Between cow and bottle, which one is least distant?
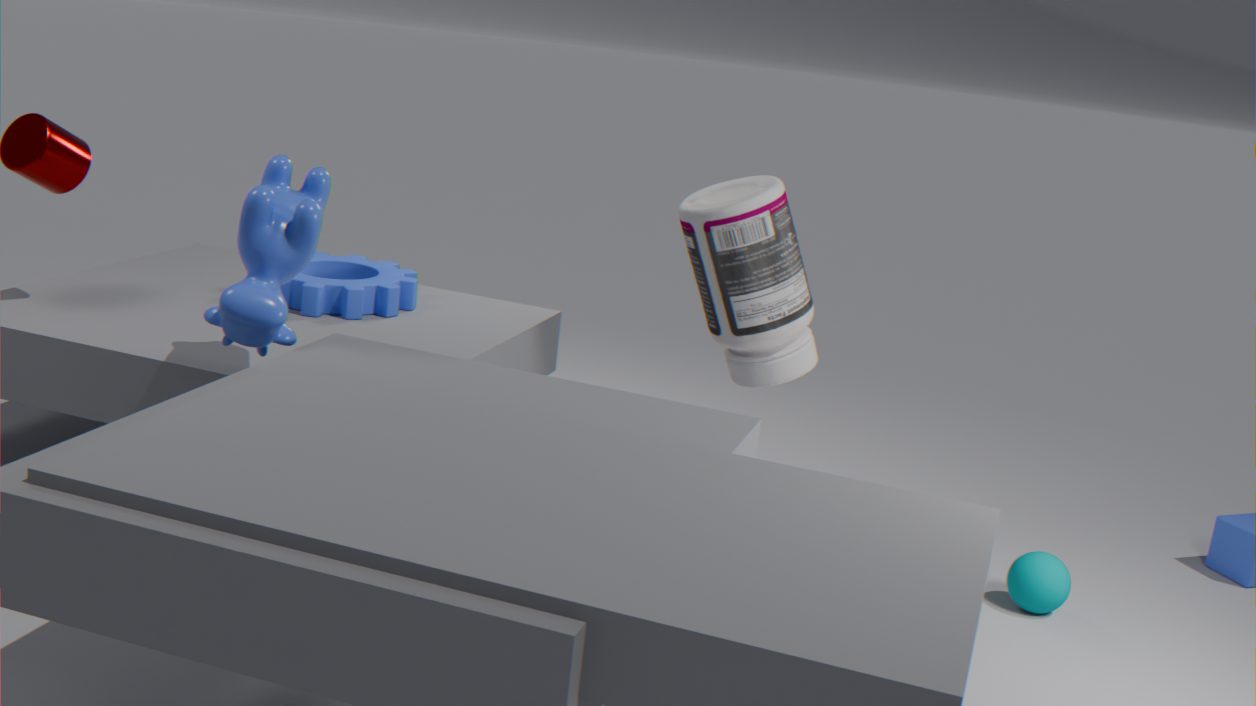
cow
